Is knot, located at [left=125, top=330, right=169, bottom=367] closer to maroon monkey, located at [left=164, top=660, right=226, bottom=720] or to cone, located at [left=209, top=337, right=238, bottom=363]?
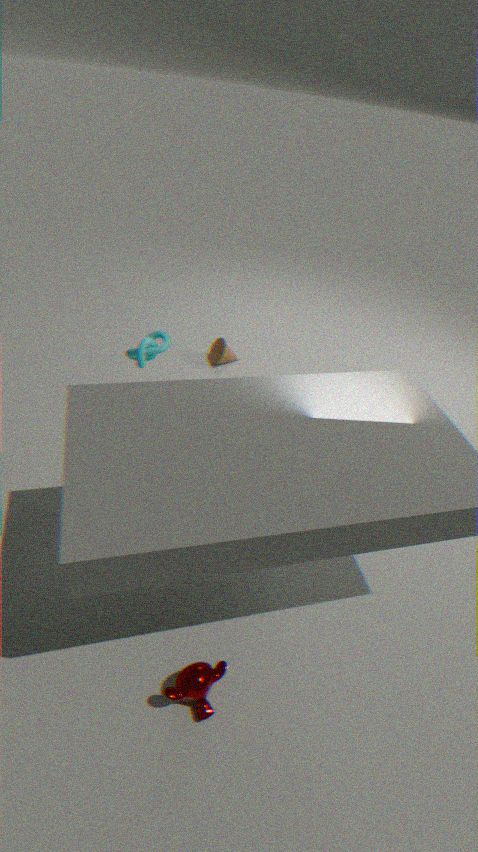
cone, located at [left=209, top=337, right=238, bottom=363]
